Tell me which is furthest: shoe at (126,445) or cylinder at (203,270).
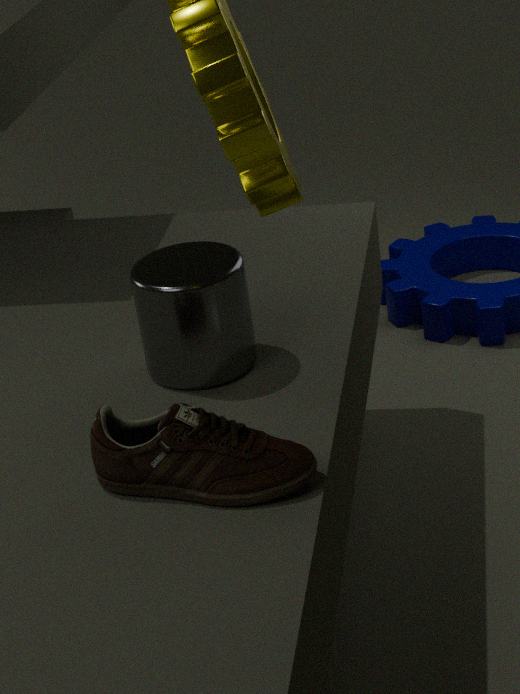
cylinder at (203,270)
